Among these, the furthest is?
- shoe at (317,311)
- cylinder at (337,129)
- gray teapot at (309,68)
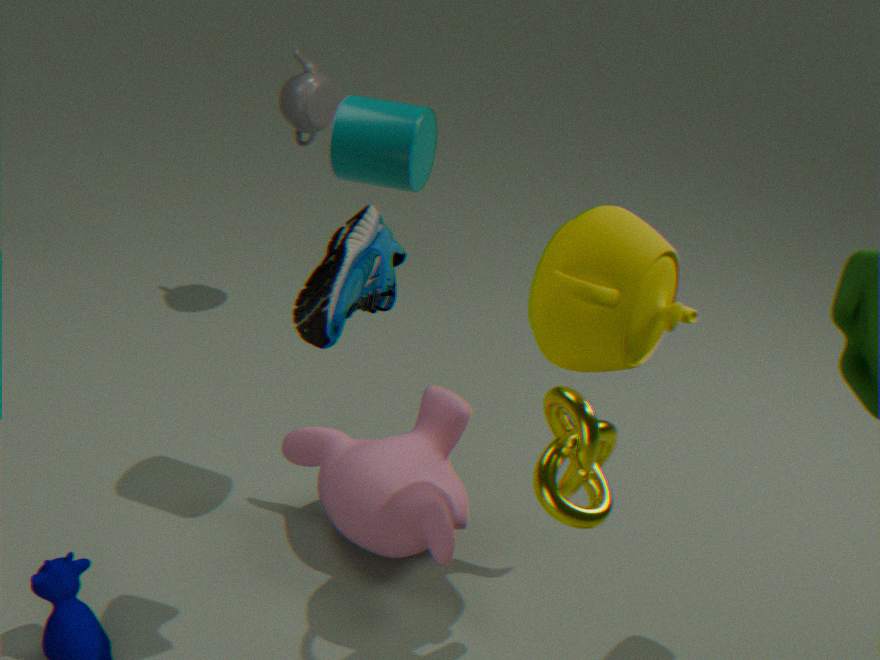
gray teapot at (309,68)
